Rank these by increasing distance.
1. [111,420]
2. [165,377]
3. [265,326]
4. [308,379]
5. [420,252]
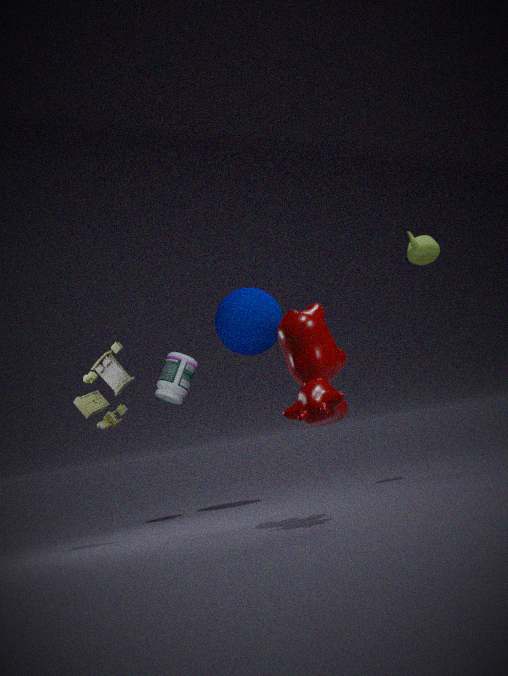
[308,379]
[111,420]
[420,252]
[165,377]
[265,326]
